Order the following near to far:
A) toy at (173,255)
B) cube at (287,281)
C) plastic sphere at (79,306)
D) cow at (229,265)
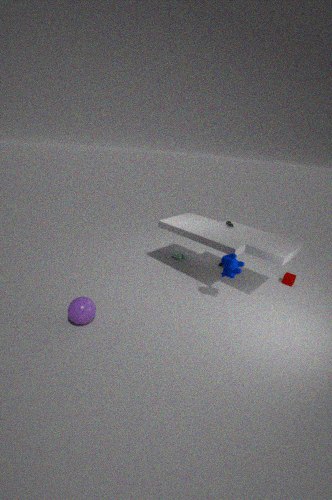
plastic sphere at (79,306), cow at (229,265), cube at (287,281), toy at (173,255)
